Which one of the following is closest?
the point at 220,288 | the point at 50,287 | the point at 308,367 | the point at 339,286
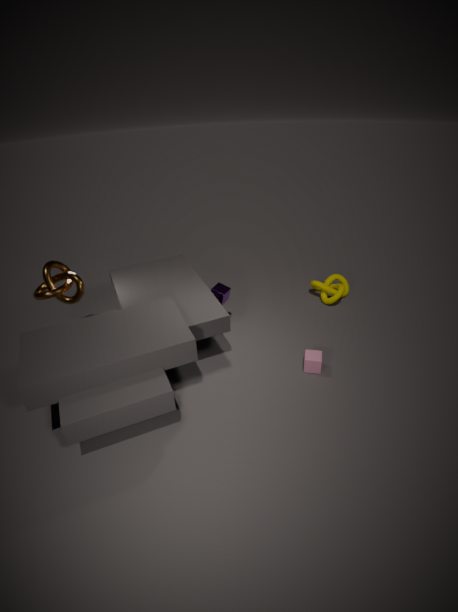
the point at 308,367
